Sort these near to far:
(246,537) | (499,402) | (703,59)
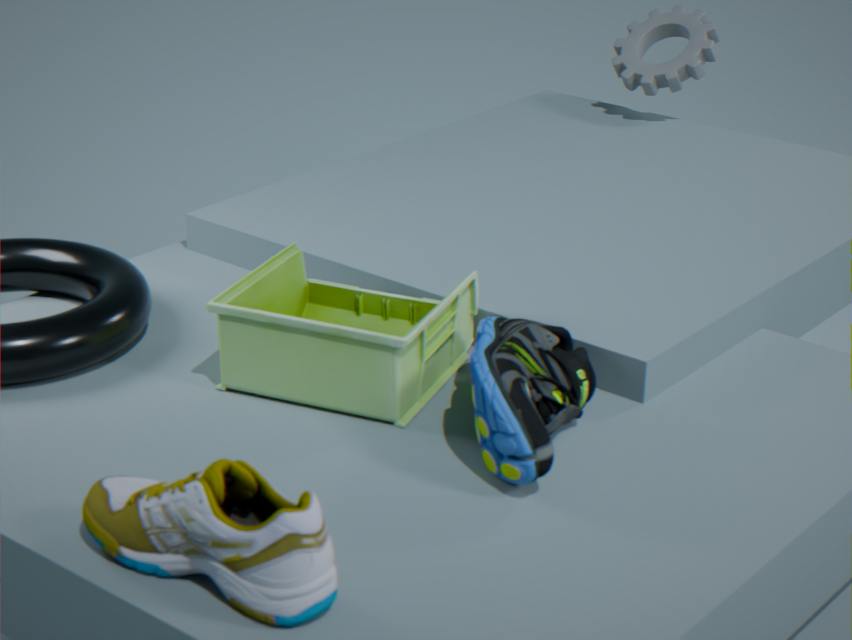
(246,537) < (499,402) < (703,59)
